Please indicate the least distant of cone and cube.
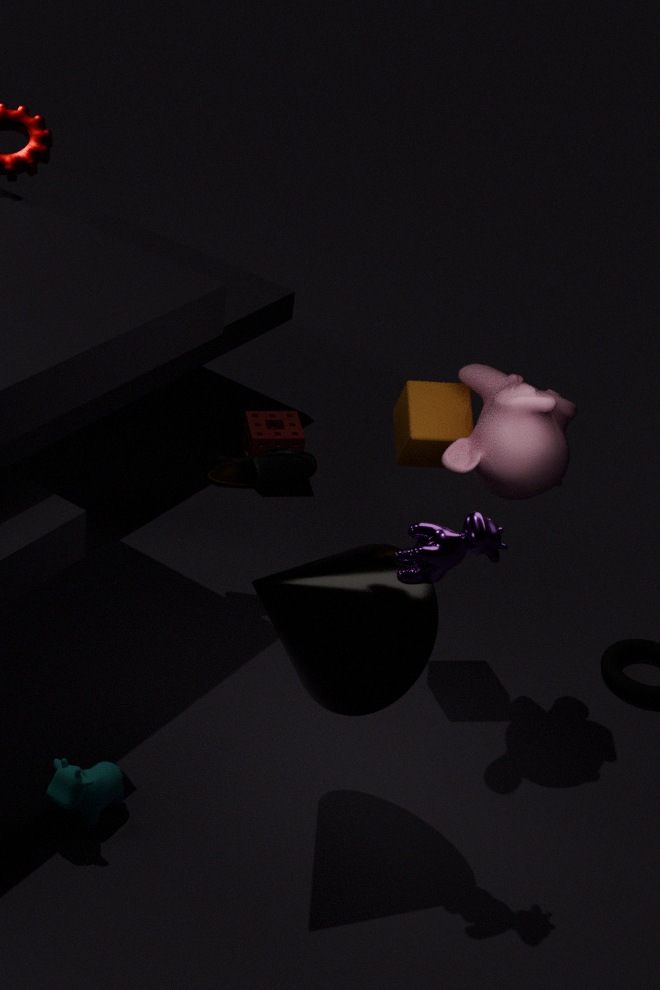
cone
